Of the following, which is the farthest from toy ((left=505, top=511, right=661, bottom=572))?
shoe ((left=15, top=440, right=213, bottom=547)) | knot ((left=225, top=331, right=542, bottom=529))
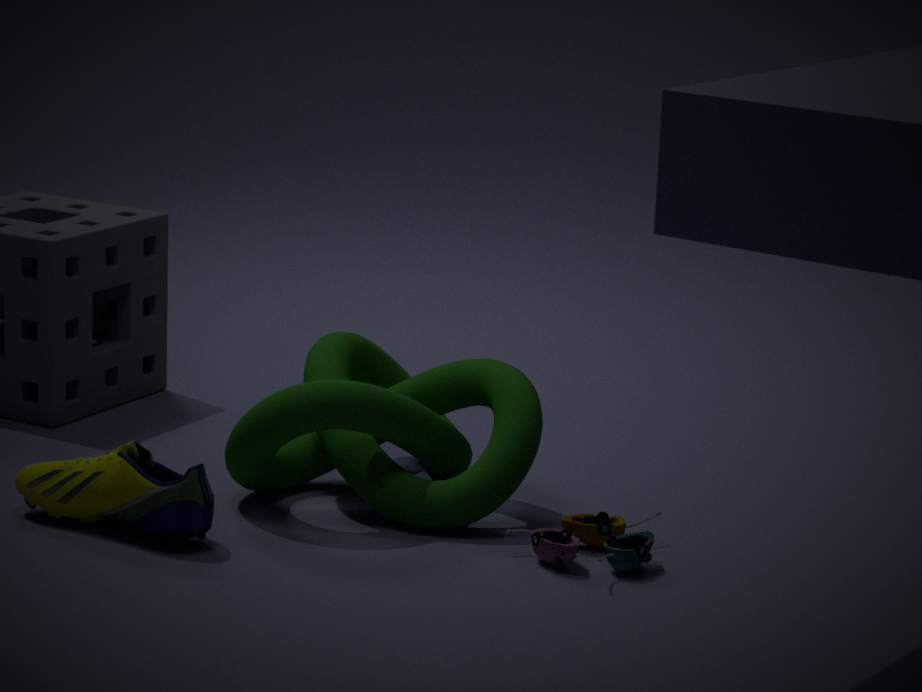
shoe ((left=15, top=440, right=213, bottom=547))
